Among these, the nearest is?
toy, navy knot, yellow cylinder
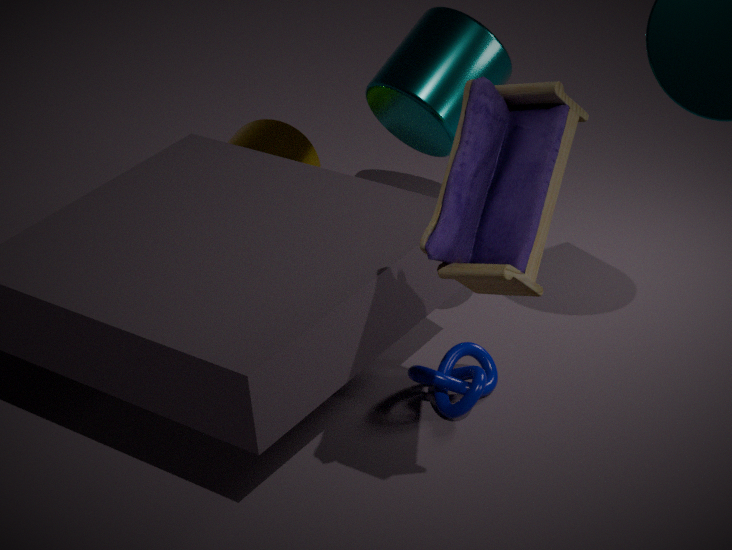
toy
